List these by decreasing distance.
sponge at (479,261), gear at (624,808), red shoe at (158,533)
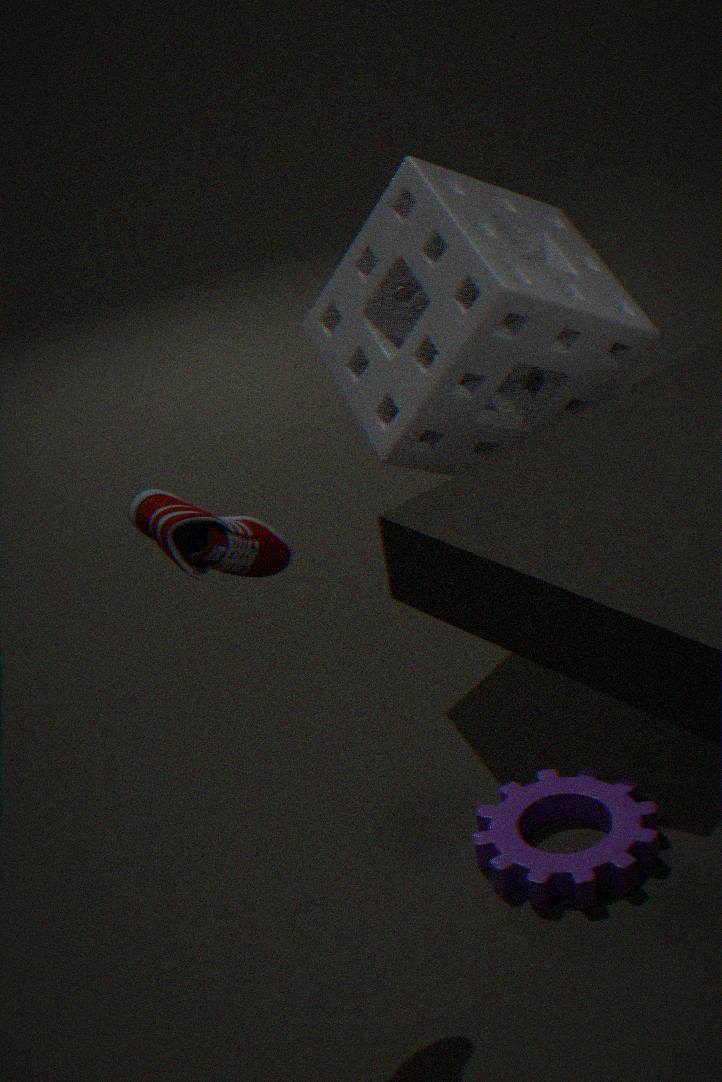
sponge at (479,261)
gear at (624,808)
red shoe at (158,533)
